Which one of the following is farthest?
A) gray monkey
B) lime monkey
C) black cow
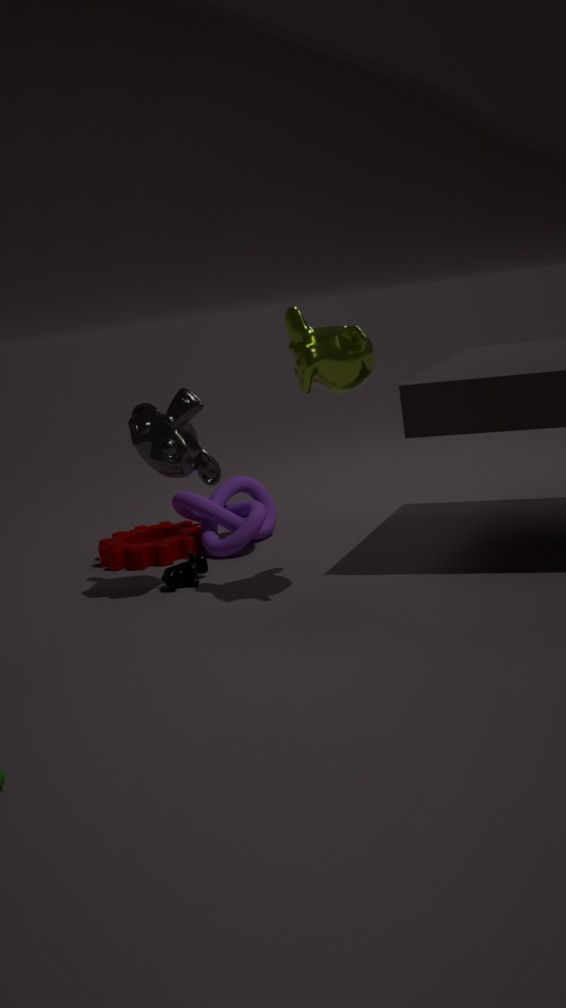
black cow
